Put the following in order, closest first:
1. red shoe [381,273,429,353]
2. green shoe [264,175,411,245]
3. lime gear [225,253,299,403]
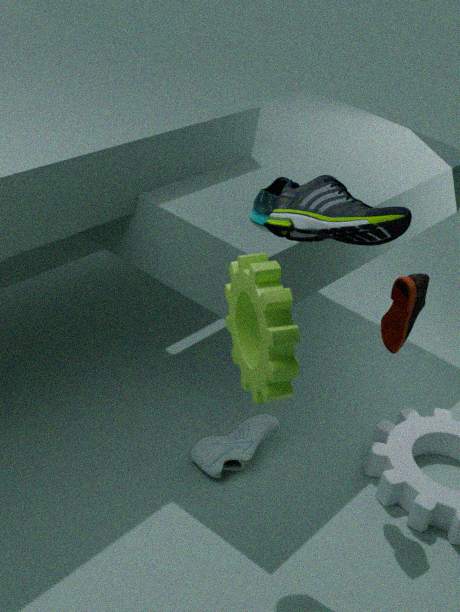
lime gear [225,253,299,403]
green shoe [264,175,411,245]
red shoe [381,273,429,353]
